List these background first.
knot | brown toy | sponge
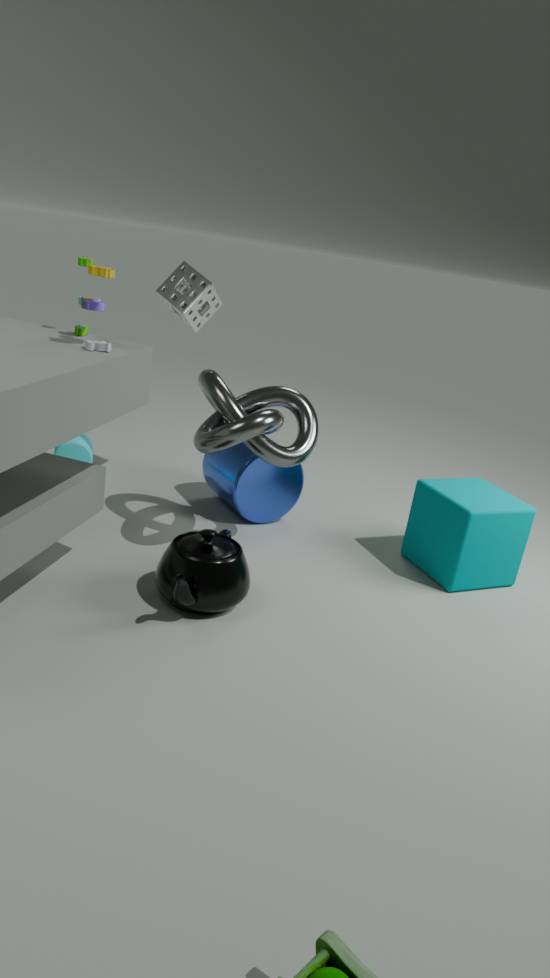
1. sponge
2. knot
3. brown toy
